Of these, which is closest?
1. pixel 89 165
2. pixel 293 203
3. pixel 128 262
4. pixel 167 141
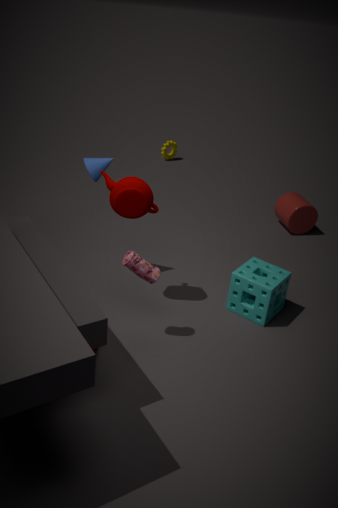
pixel 128 262
